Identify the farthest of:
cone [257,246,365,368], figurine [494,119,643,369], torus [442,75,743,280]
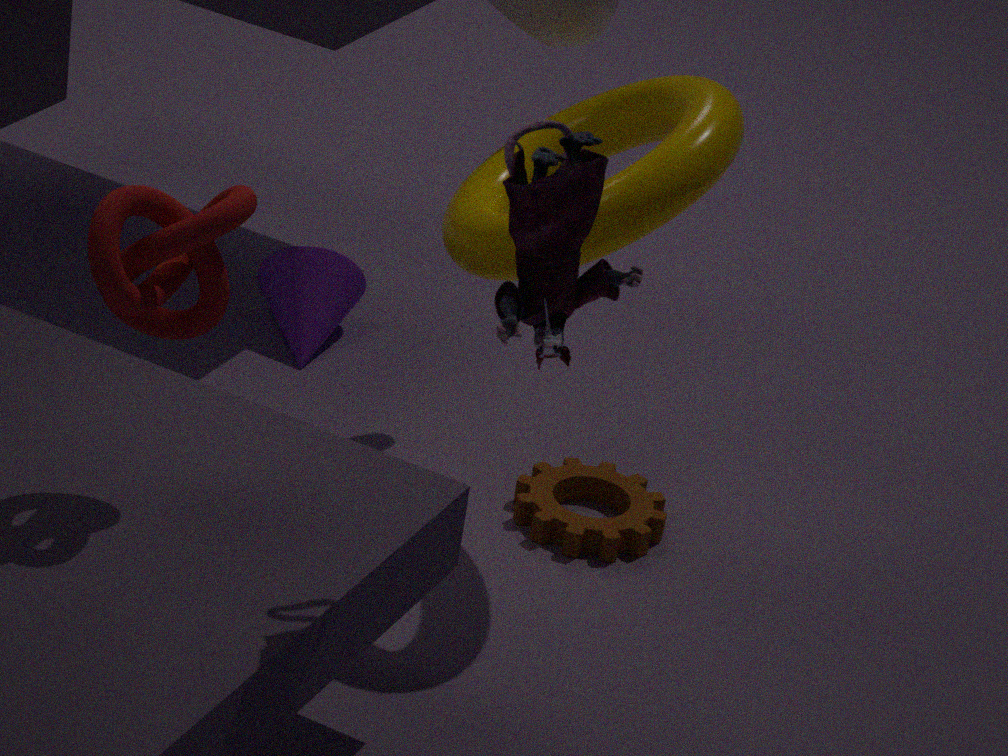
cone [257,246,365,368]
